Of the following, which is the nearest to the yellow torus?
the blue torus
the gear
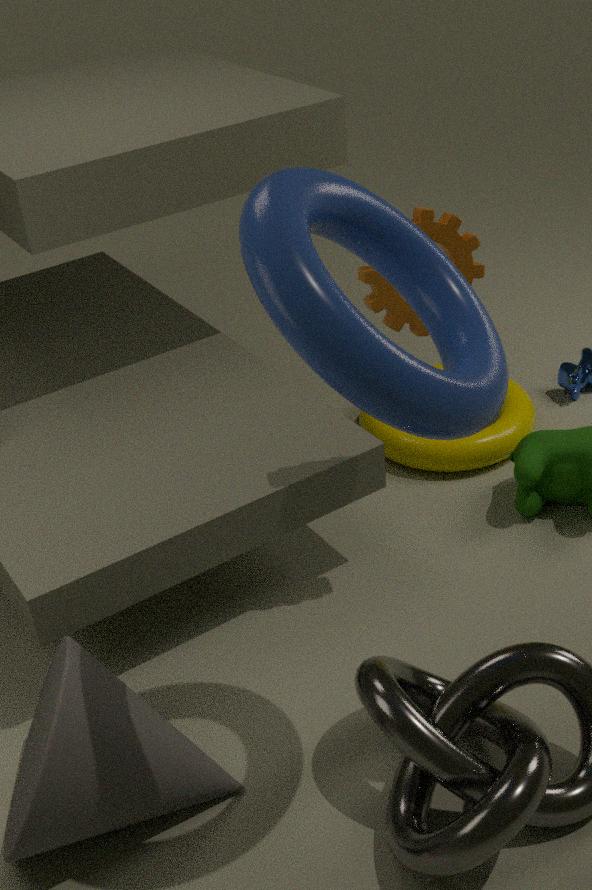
the gear
